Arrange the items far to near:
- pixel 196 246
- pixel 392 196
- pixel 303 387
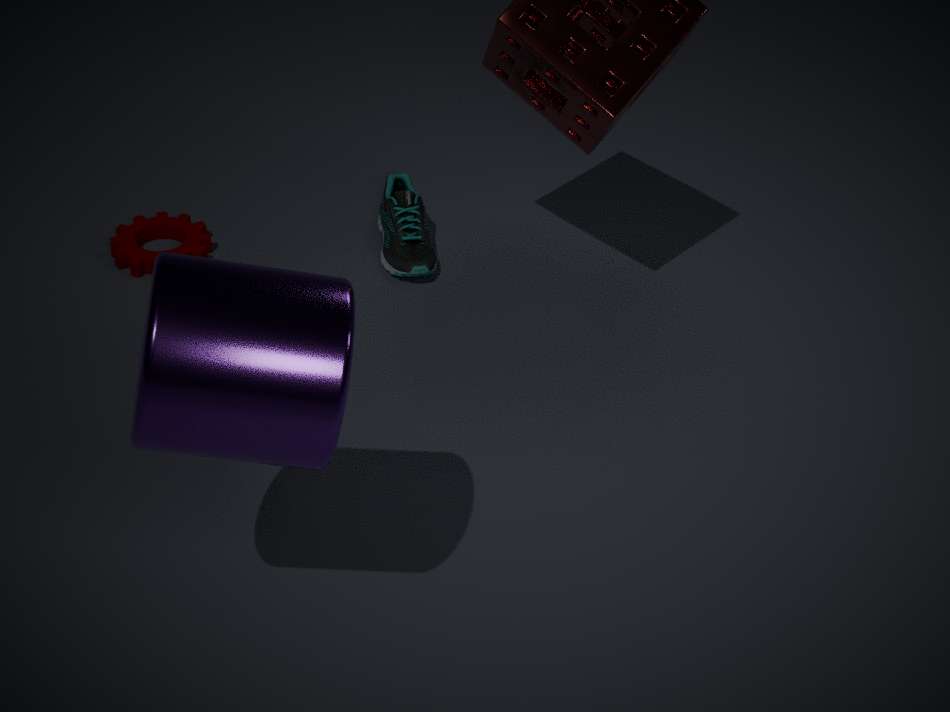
pixel 392 196 < pixel 196 246 < pixel 303 387
